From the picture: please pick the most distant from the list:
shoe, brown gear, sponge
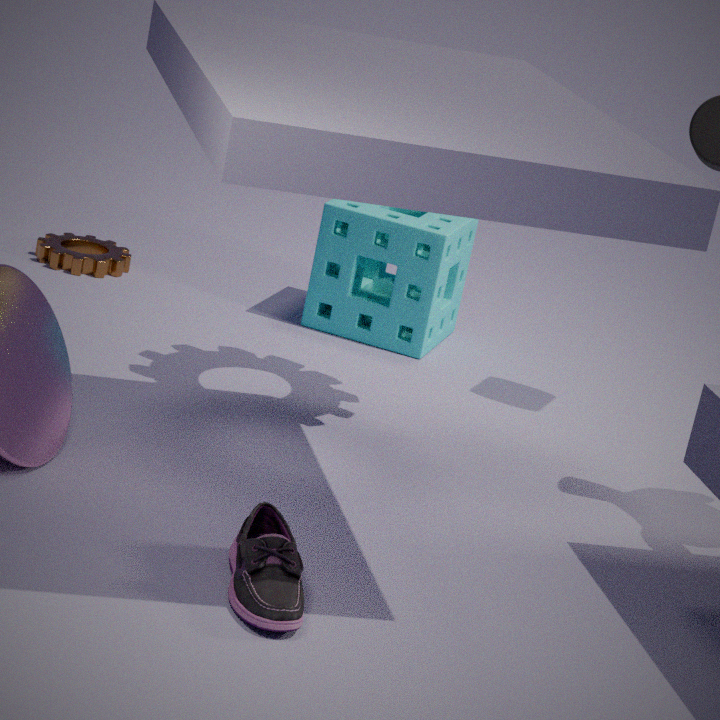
brown gear
